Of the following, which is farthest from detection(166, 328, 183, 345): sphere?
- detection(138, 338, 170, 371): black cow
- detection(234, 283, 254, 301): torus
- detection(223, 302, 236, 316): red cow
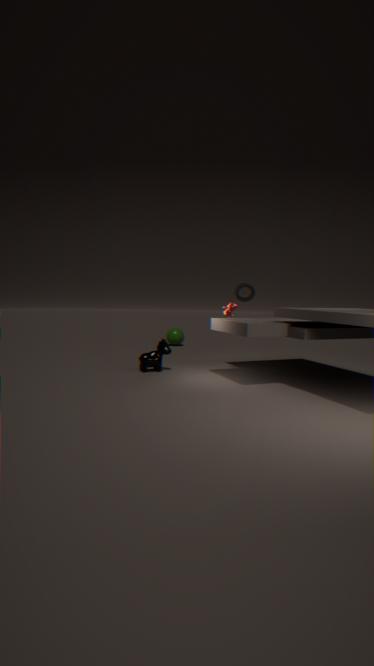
detection(223, 302, 236, 316): red cow
